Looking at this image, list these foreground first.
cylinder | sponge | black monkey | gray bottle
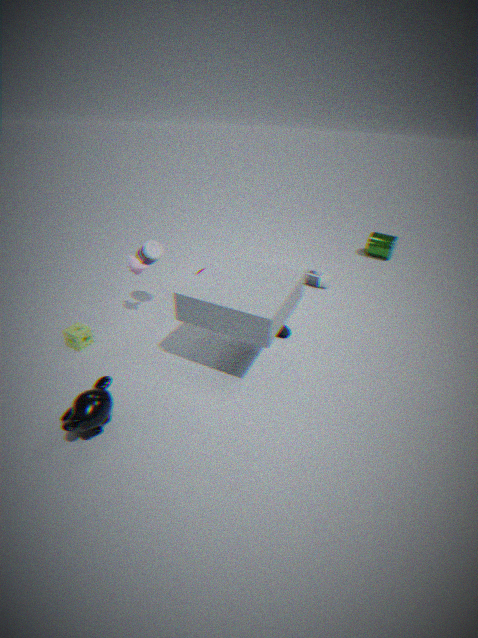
black monkey
sponge
gray bottle
cylinder
